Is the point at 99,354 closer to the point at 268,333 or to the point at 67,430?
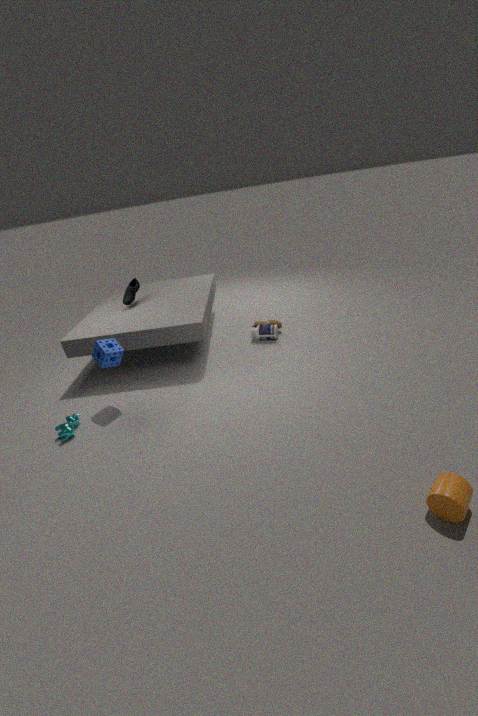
the point at 67,430
